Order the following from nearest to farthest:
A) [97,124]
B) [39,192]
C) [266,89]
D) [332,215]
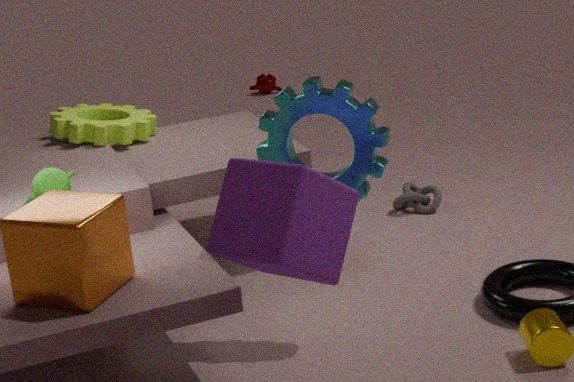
[332,215], [39,192], [97,124], [266,89]
